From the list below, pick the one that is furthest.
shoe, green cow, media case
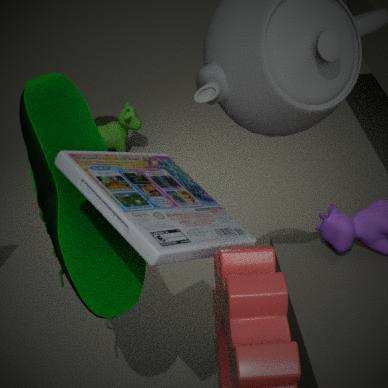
green cow
